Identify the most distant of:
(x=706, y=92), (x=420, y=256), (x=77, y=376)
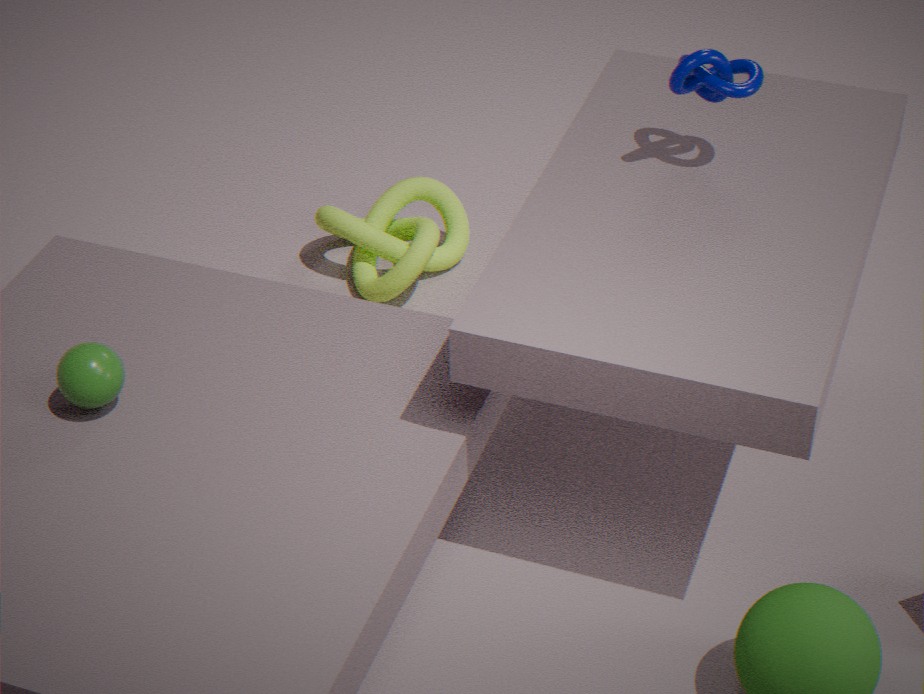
(x=420, y=256)
